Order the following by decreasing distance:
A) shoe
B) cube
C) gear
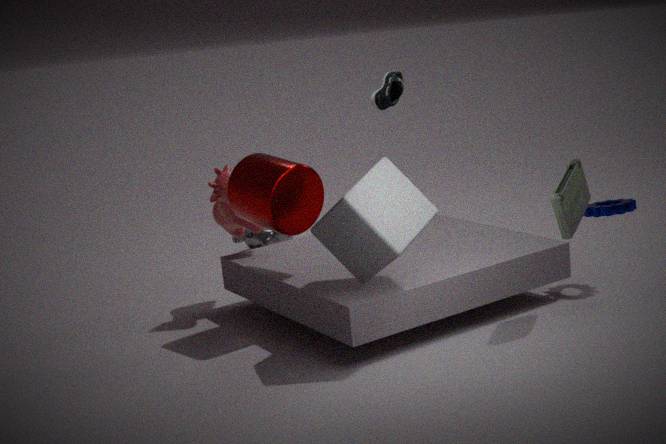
shoe < gear < cube
